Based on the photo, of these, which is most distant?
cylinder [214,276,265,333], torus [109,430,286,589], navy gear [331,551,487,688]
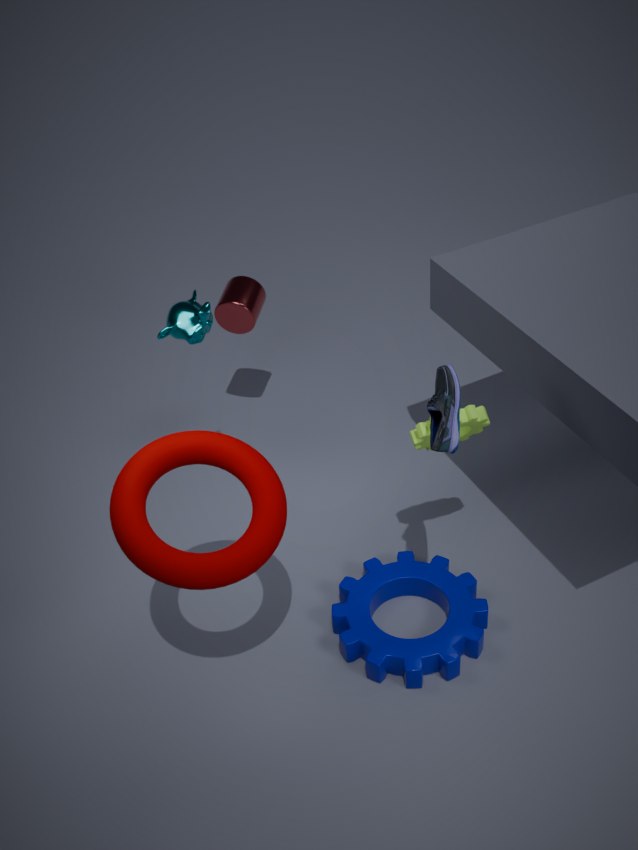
cylinder [214,276,265,333]
